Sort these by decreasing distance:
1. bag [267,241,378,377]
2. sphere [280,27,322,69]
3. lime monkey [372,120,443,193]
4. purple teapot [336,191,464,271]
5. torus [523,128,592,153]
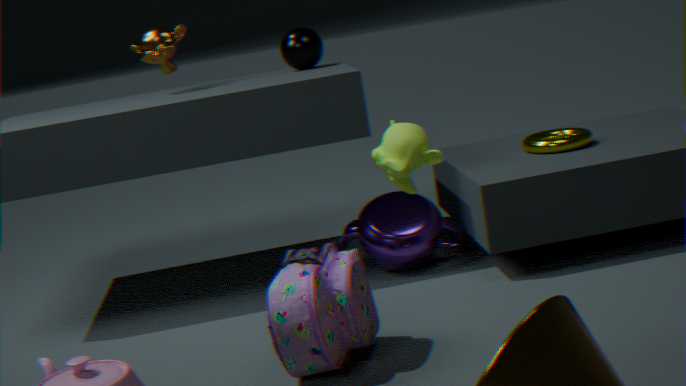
sphere [280,27,322,69] → torus [523,128,592,153] → purple teapot [336,191,464,271] → bag [267,241,378,377] → lime monkey [372,120,443,193]
